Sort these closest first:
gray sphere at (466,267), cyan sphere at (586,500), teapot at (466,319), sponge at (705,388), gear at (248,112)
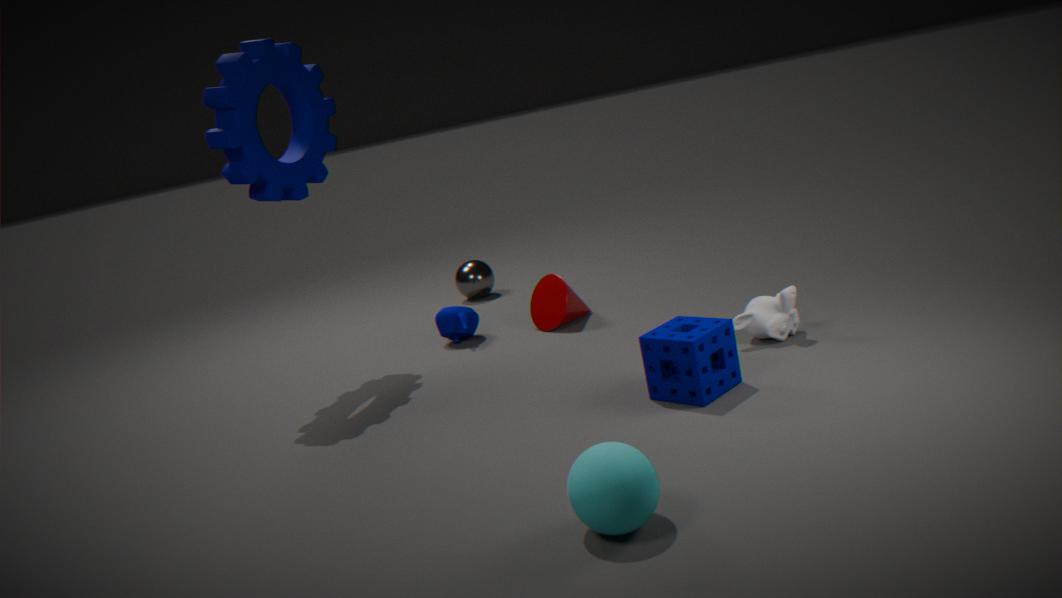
cyan sphere at (586,500) → sponge at (705,388) → gear at (248,112) → teapot at (466,319) → gray sphere at (466,267)
